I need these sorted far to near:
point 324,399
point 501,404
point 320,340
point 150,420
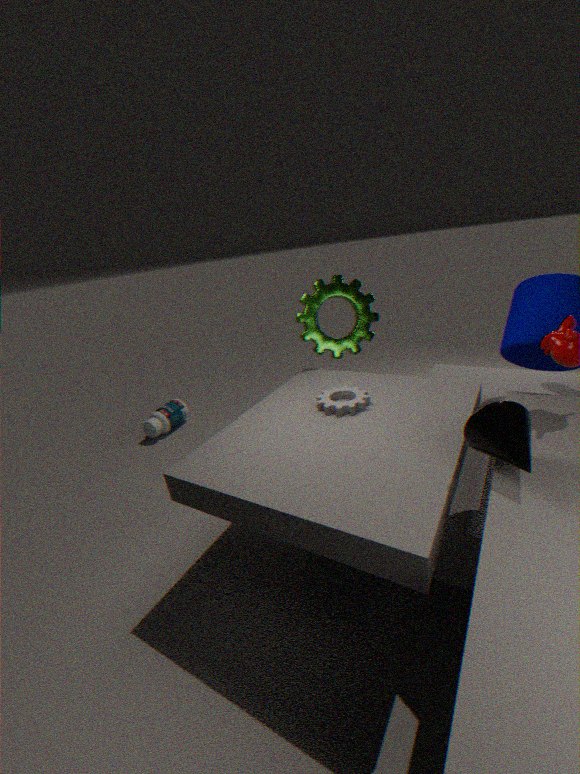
1. point 150,420
2. point 320,340
3. point 324,399
4. point 501,404
